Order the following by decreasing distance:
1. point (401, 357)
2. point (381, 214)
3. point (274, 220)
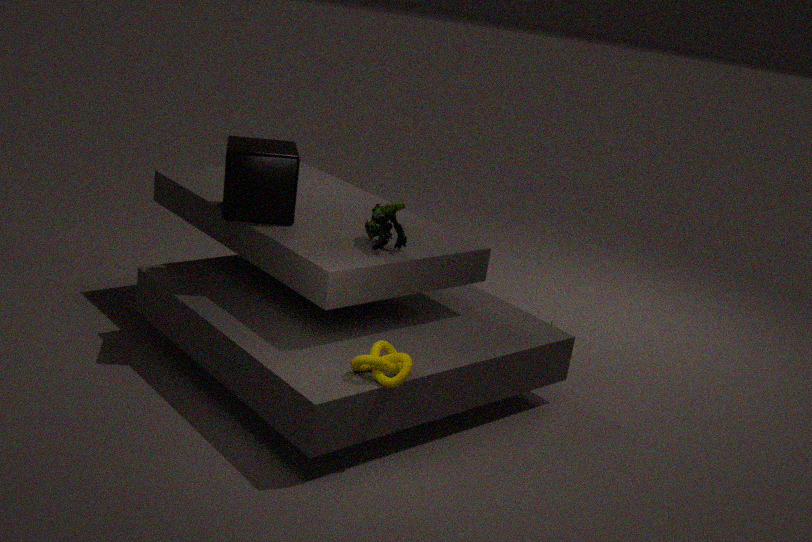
1. point (274, 220)
2. point (381, 214)
3. point (401, 357)
